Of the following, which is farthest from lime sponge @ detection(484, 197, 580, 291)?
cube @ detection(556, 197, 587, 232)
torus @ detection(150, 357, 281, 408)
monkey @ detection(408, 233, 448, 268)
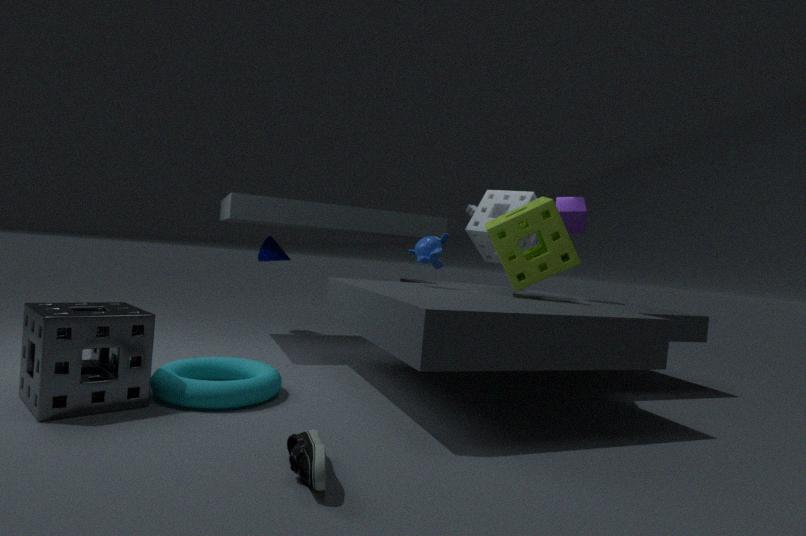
torus @ detection(150, 357, 281, 408)
